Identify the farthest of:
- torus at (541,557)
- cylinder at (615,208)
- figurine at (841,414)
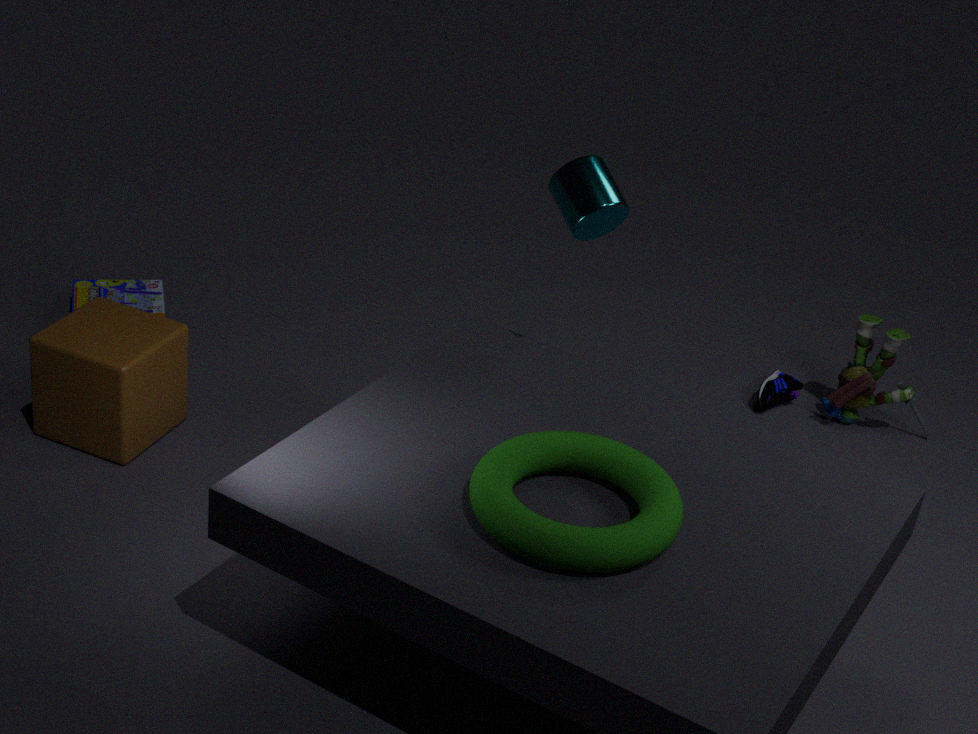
figurine at (841,414)
